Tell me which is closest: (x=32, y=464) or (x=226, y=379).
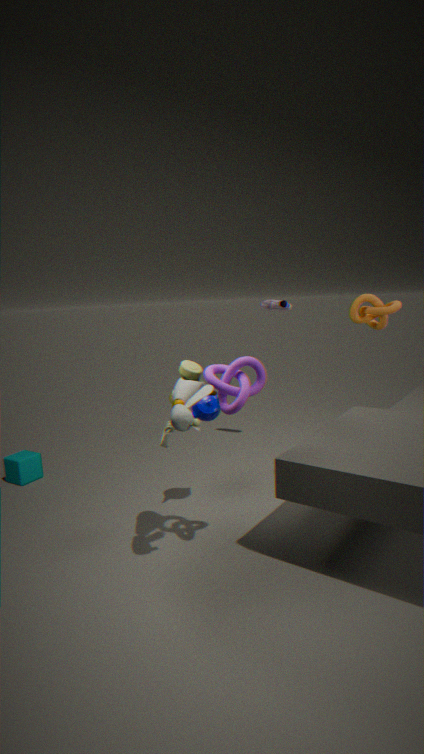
(x=226, y=379)
